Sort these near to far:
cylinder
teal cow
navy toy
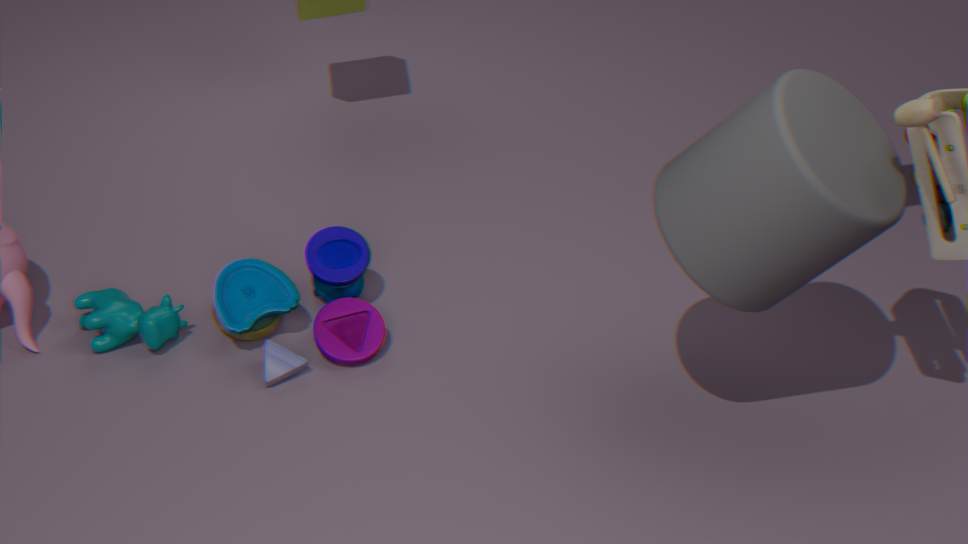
cylinder < navy toy < teal cow
